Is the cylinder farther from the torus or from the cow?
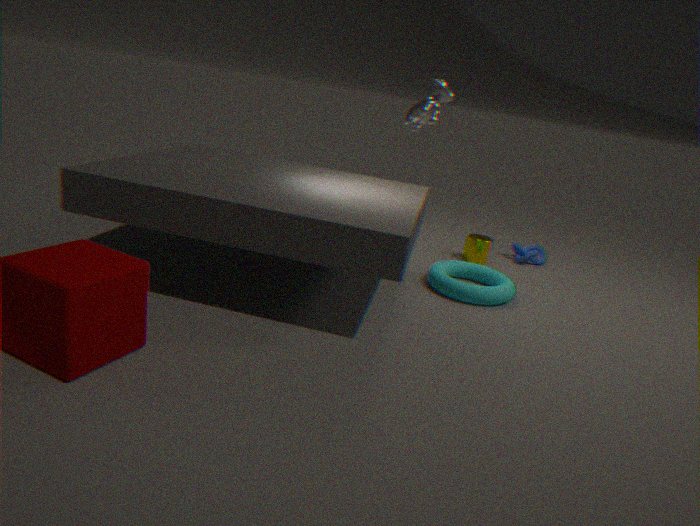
the cow
